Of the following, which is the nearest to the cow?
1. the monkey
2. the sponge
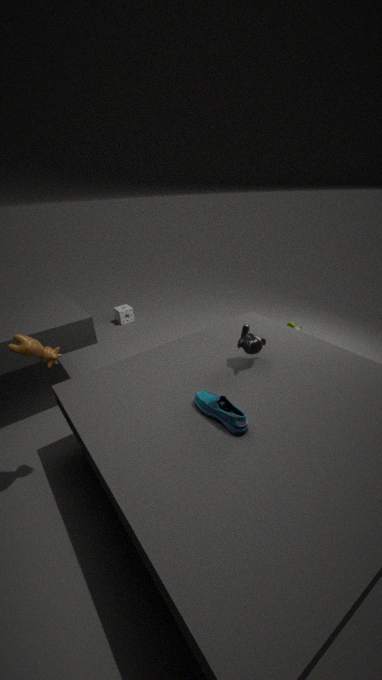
the monkey
